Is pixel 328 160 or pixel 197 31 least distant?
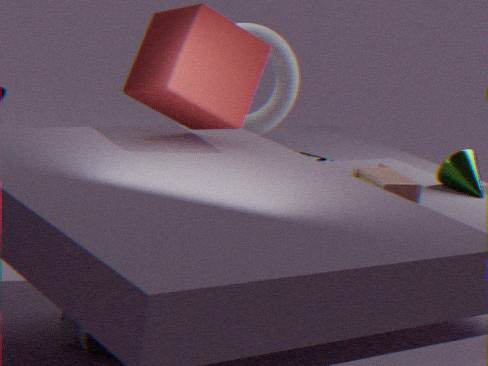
pixel 197 31
